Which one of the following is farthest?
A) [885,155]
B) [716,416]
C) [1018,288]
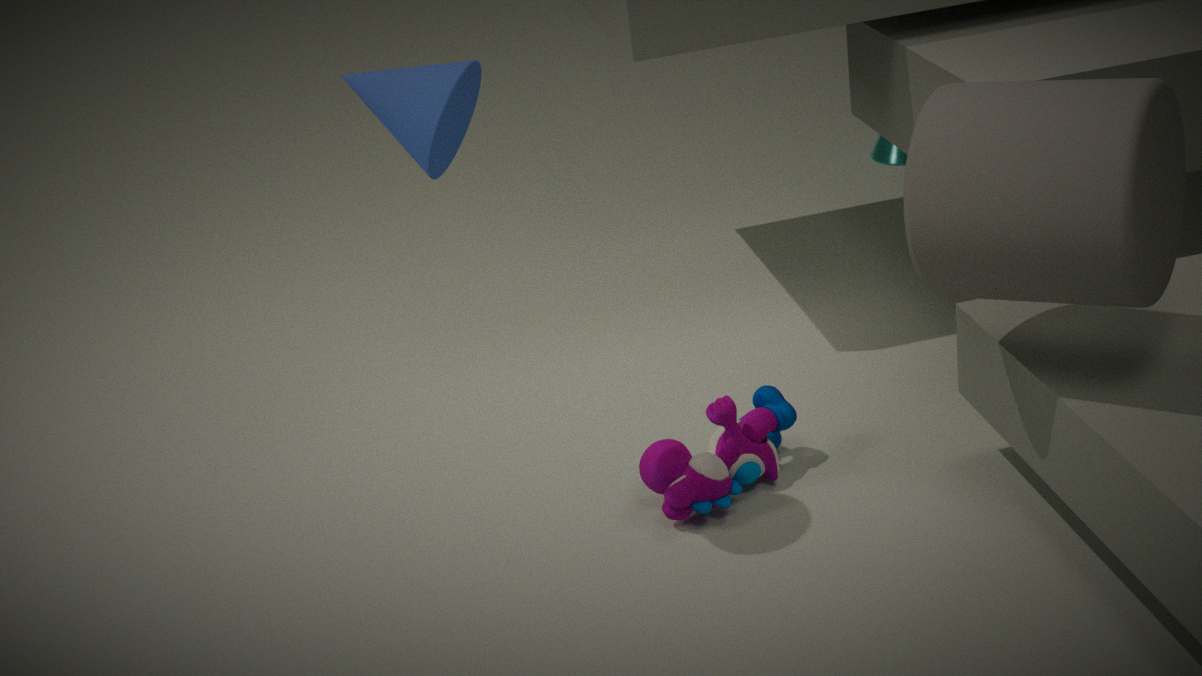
[885,155]
